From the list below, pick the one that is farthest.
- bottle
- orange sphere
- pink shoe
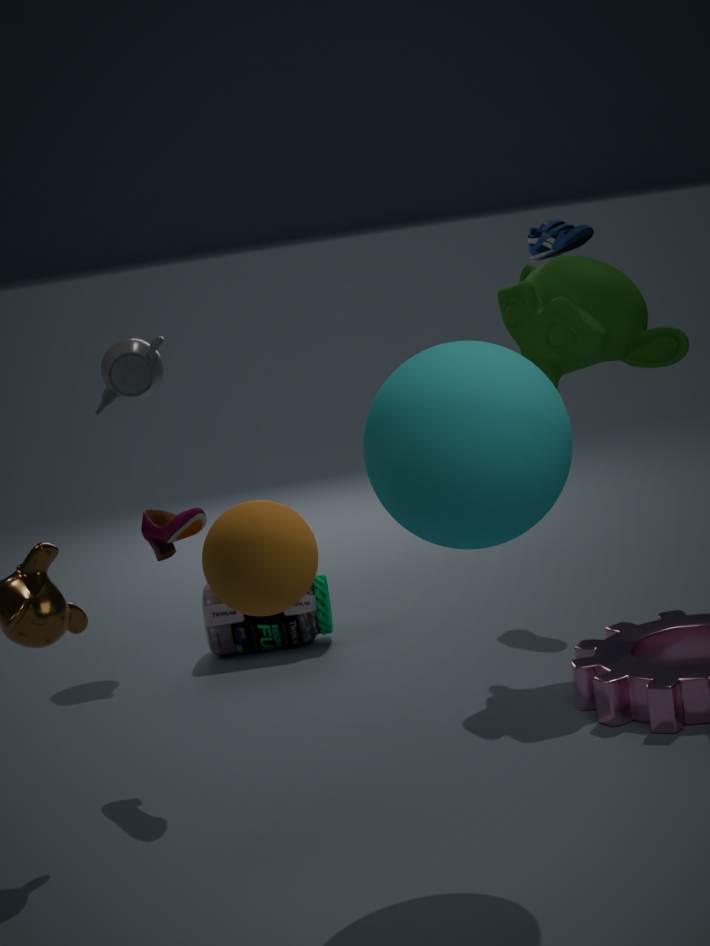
bottle
